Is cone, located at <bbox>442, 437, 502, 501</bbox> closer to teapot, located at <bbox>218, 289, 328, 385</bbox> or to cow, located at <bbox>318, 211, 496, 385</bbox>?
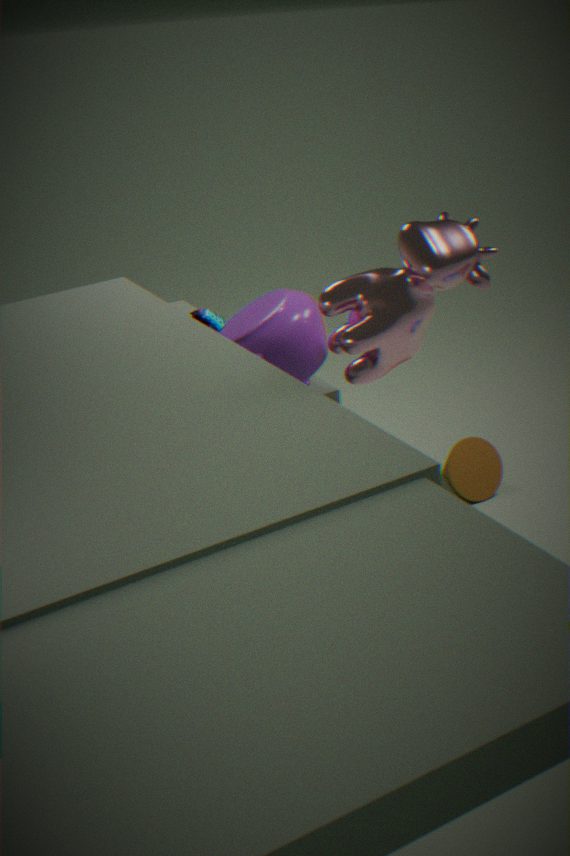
teapot, located at <bbox>218, 289, 328, 385</bbox>
